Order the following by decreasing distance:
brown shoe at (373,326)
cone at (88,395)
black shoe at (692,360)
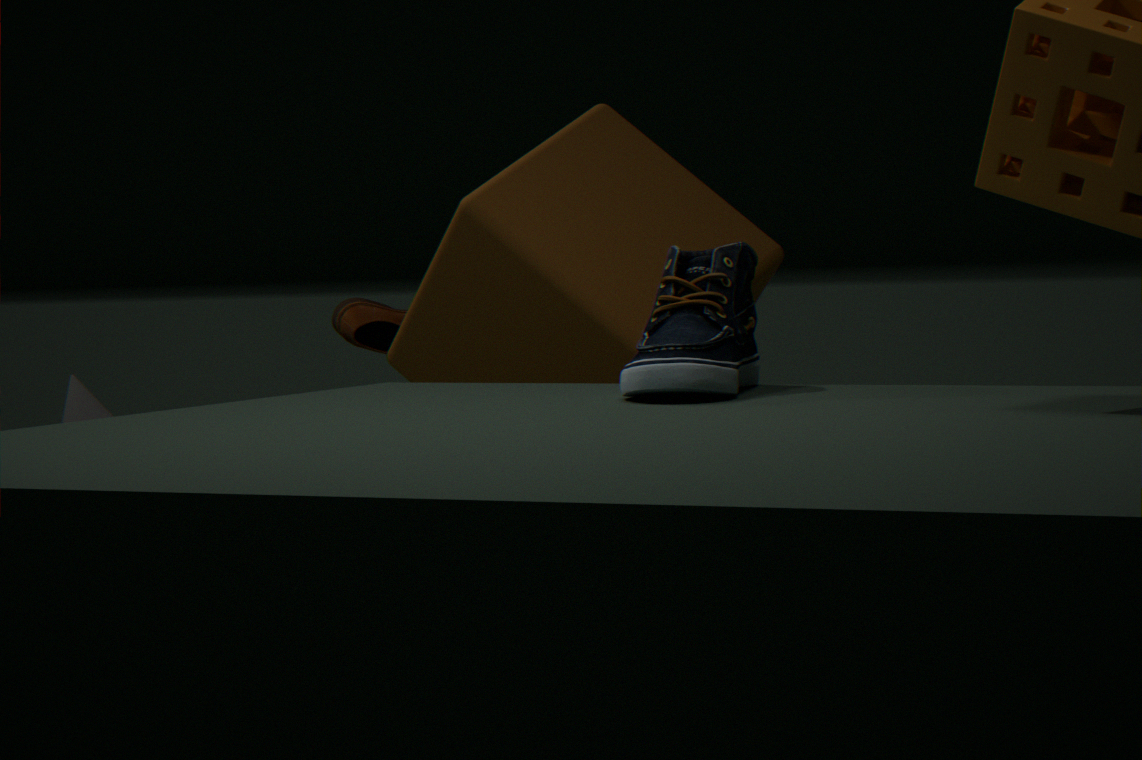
brown shoe at (373,326), cone at (88,395), black shoe at (692,360)
